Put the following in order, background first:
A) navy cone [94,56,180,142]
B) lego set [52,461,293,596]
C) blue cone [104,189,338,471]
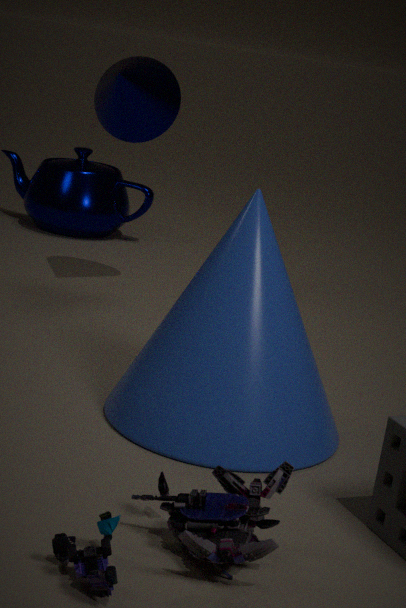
navy cone [94,56,180,142] < blue cone [104,189,338,471] < lego set [52,461,293,596]
